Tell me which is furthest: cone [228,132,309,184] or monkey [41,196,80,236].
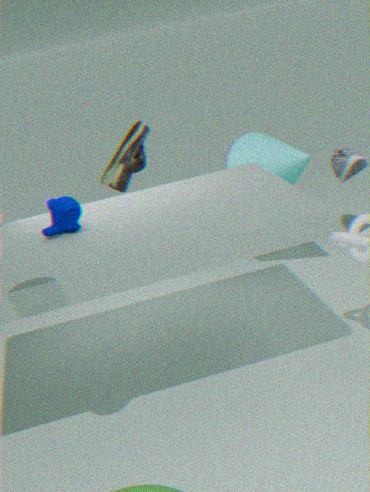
cone [228,132,309,184]
